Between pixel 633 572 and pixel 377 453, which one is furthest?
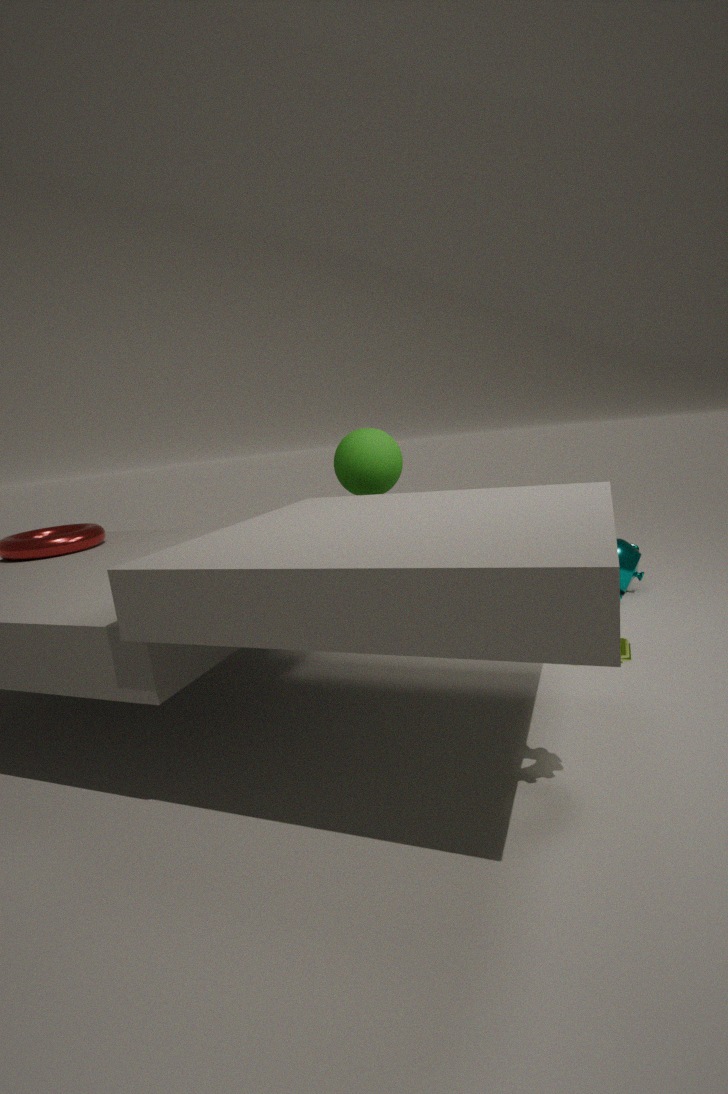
pixel 633 572
